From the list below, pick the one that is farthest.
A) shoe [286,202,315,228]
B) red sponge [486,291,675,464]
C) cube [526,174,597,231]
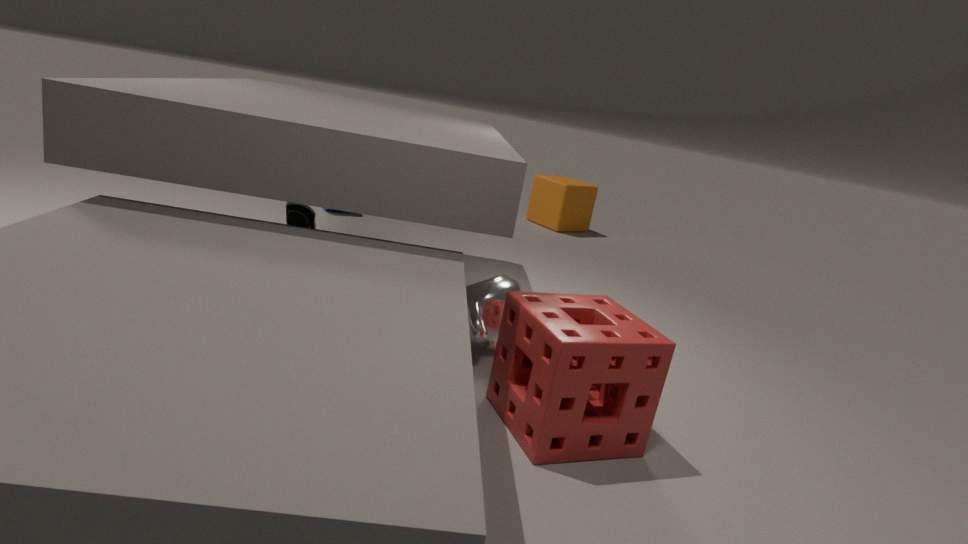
cube [526,174,597,231]
